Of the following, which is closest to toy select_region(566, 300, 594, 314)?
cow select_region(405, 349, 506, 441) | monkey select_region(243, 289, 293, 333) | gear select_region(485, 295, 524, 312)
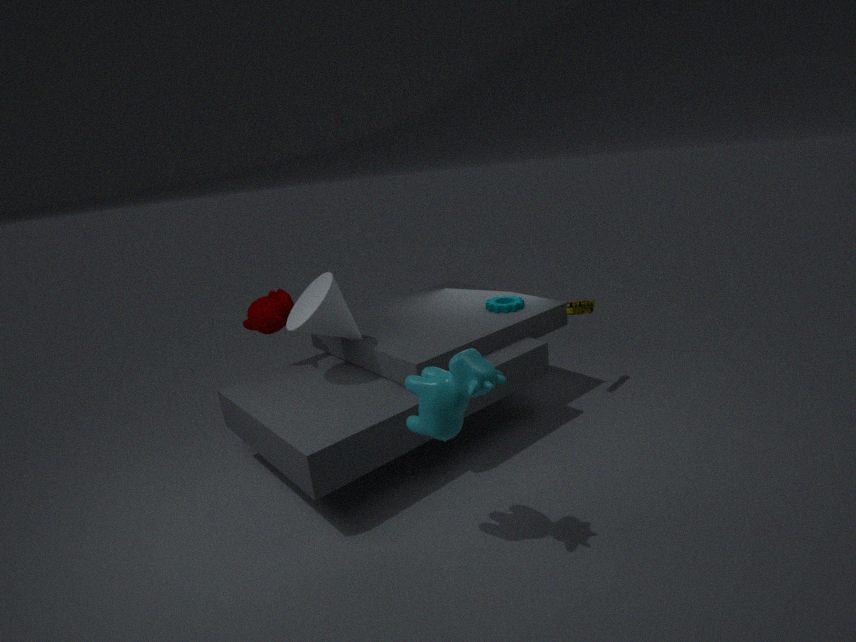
gear select_region(485, 295, 524, 312)
